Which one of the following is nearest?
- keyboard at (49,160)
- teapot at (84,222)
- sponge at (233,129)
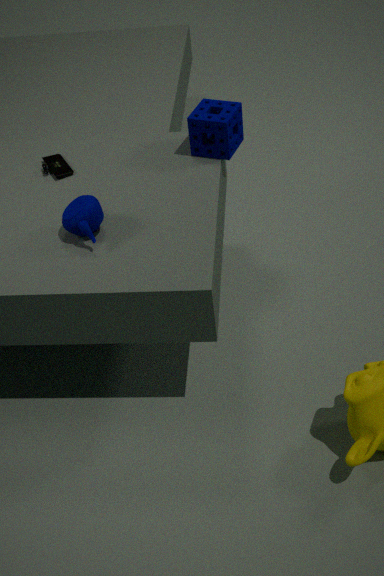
teapot at (84,222)
